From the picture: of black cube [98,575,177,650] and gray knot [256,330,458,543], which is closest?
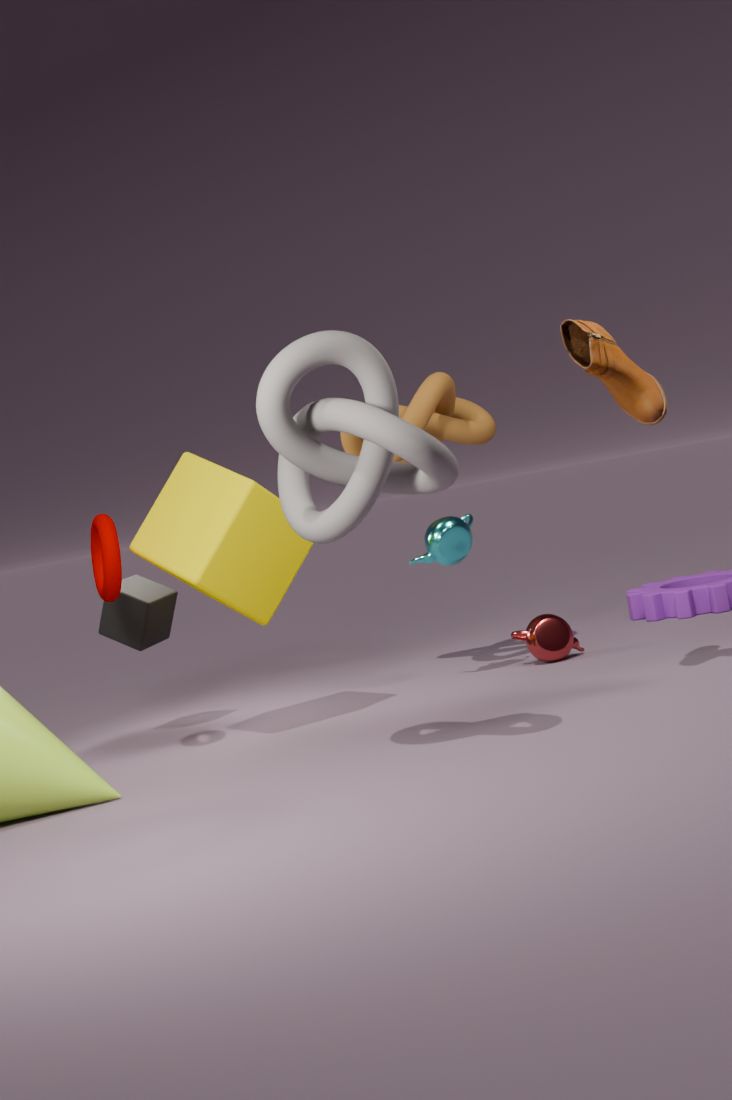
gray knot [256,330,458,543]
